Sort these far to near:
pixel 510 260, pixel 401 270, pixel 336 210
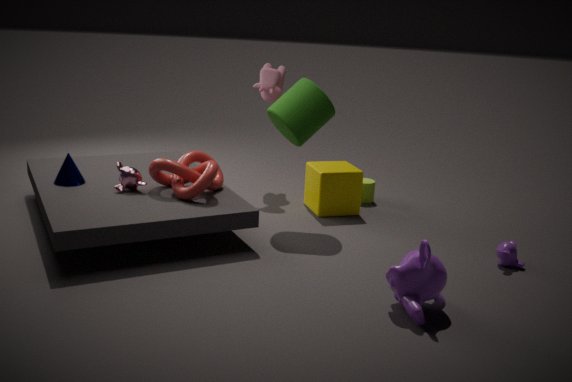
pixel 336 210 → pixel 510 260 → pixel 401 270
